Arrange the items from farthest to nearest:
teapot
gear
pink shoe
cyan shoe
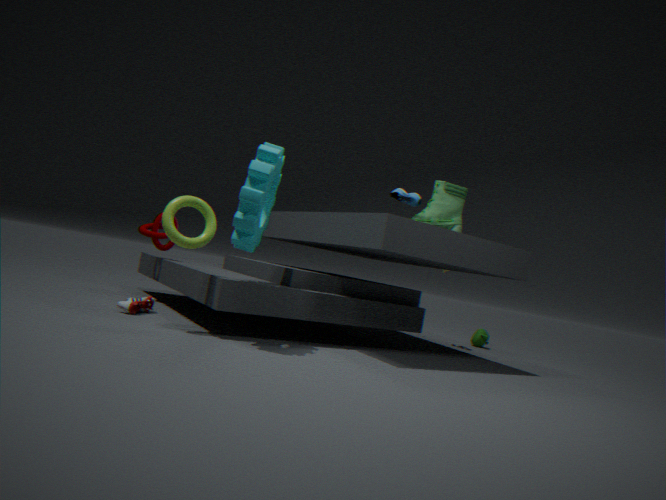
teapot < cyan shoe < pink shoe < gear
